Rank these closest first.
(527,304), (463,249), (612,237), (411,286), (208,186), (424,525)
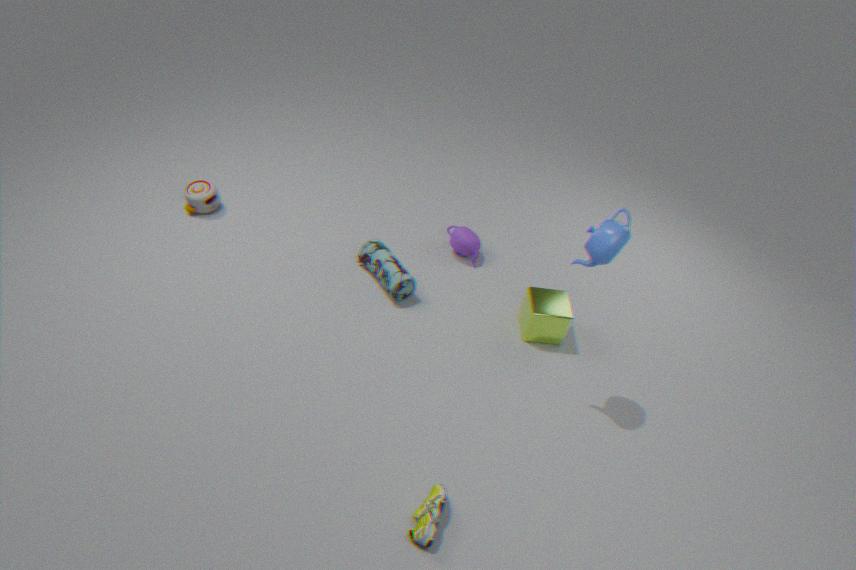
1. (424,525)
2. (612,237)
3. (527,304)
4. (411,286)
5. (463,249)
6. (208,186)
